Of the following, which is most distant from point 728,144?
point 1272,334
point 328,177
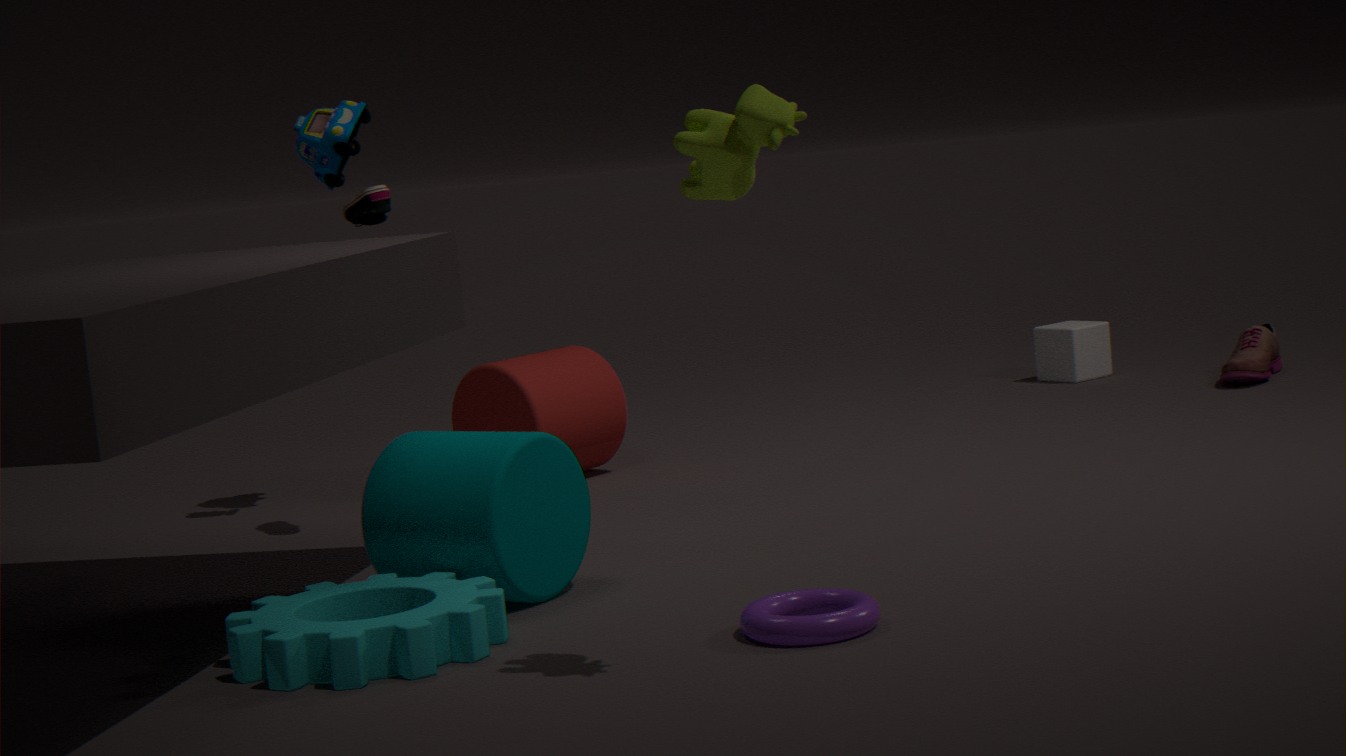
point 1272,334
